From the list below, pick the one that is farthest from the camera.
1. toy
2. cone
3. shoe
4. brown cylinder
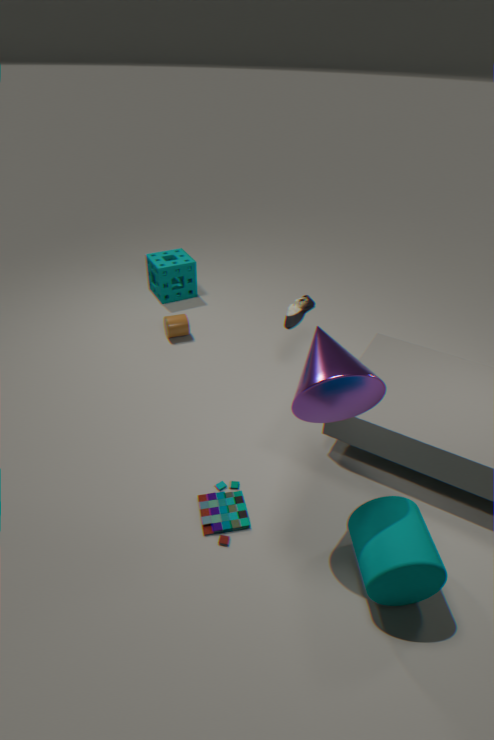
brown cylinder
